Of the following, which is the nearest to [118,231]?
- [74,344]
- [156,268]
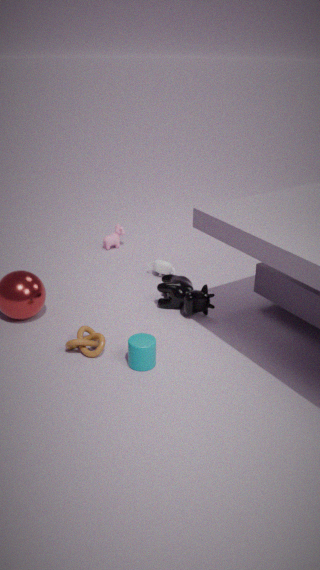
[156,268]
